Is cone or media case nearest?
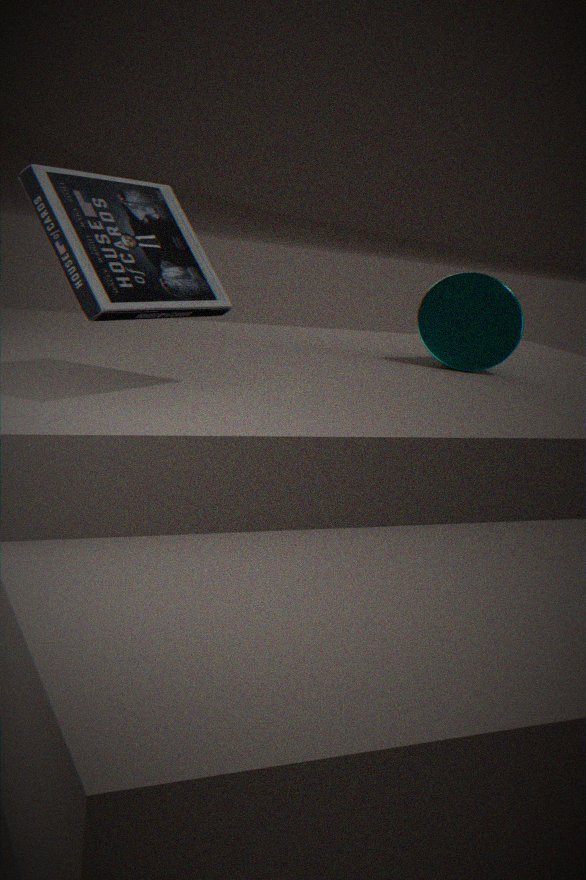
media case
